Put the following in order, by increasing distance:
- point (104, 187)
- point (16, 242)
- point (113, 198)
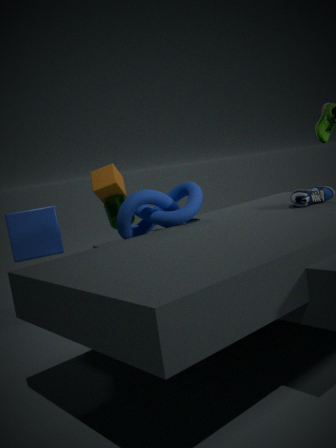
point (104, 187) → point (113, 198) → point (16, 242)
